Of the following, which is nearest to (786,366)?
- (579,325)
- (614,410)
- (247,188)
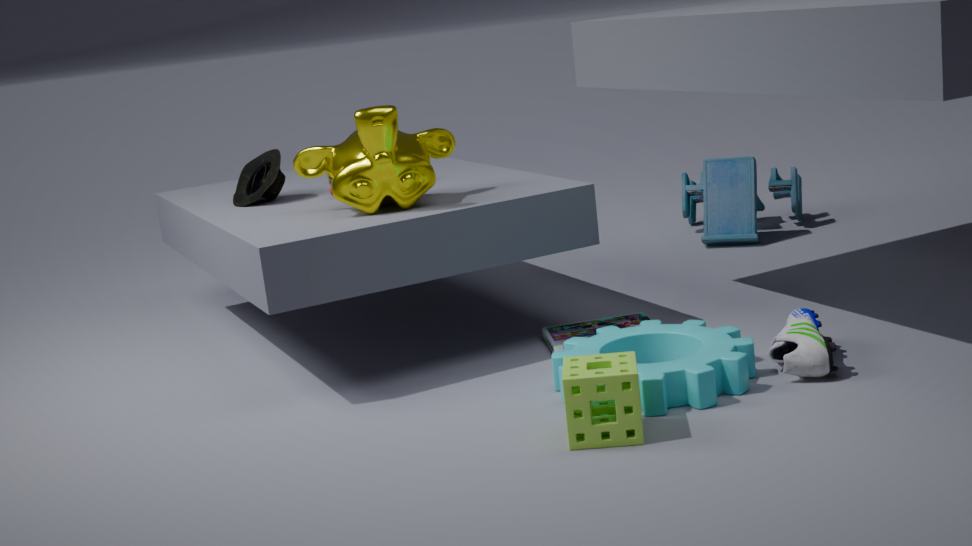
(579,325)
